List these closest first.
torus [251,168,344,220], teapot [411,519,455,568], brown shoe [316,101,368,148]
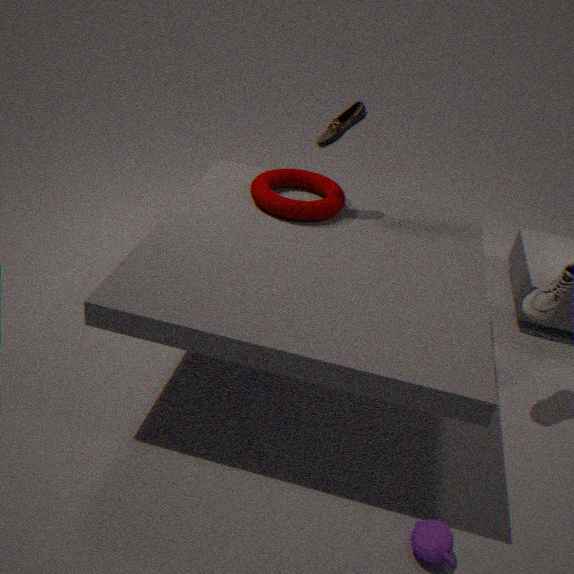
teapot [411,519,455,568]
brown shoe [316,101,368,148]
torus [251,168,344,220]
